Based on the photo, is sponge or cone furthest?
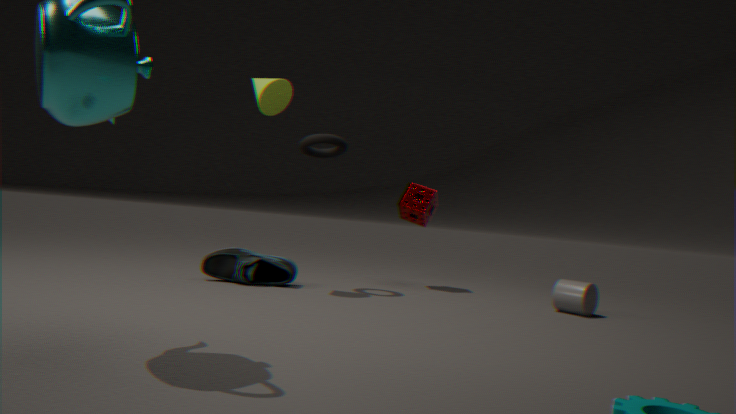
sponge
